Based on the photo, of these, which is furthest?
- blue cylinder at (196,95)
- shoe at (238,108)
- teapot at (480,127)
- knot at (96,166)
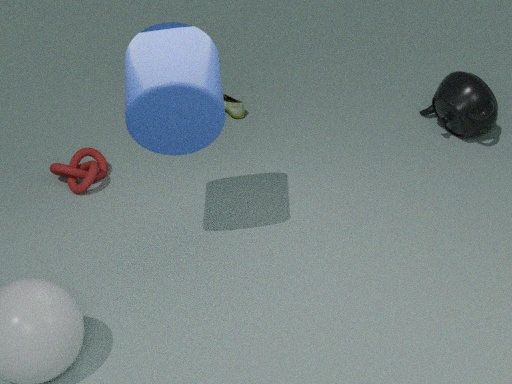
shoe at (238,108)
